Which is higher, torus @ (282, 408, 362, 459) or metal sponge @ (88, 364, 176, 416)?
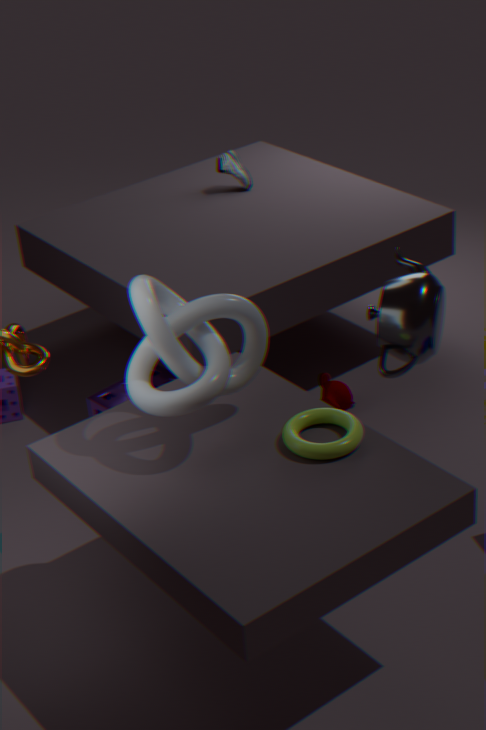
torus @ (282, 408, 362, 459)
